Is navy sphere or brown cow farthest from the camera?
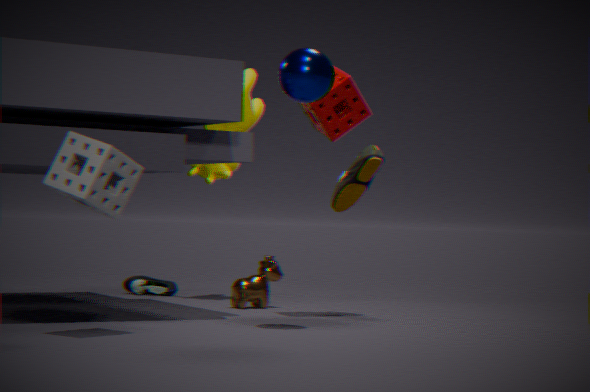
brown cow
